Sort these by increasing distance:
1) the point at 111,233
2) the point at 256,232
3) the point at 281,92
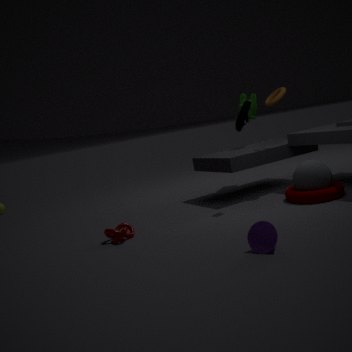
2. the point at 256,232 → 1. the point at 111,233 → 3. the point at 281,92
